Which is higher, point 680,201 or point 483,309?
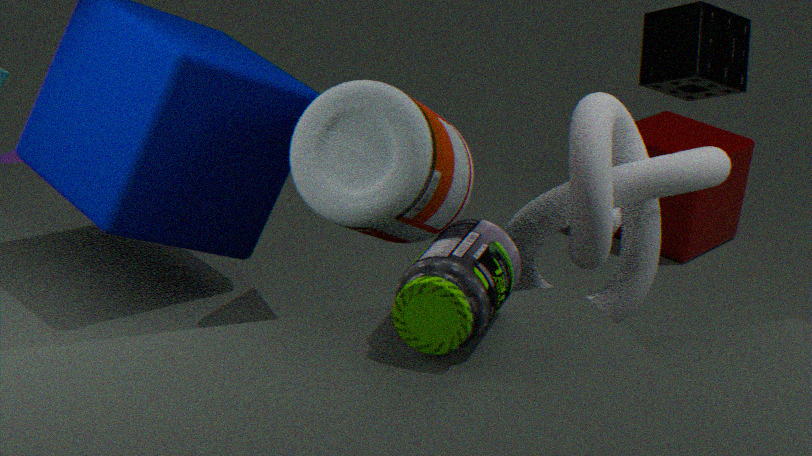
point 483,309
